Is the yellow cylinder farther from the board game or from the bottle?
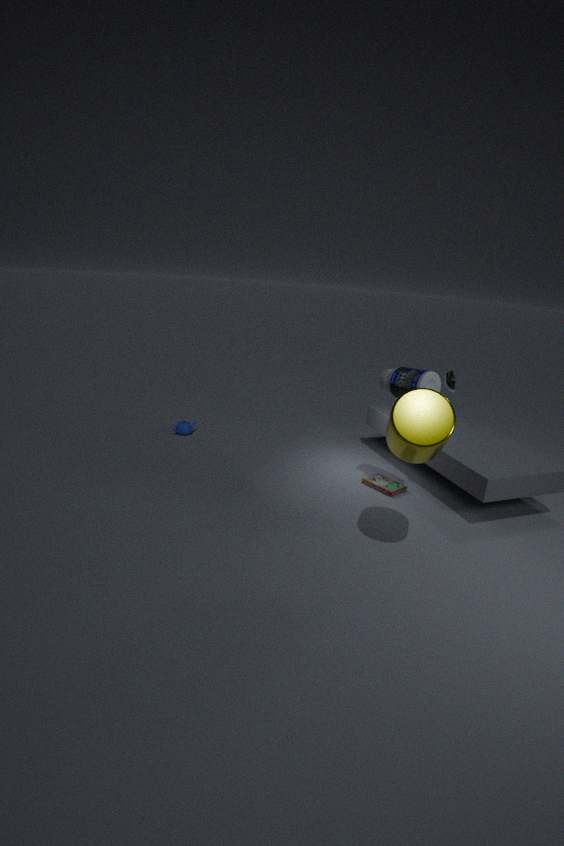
the board game
